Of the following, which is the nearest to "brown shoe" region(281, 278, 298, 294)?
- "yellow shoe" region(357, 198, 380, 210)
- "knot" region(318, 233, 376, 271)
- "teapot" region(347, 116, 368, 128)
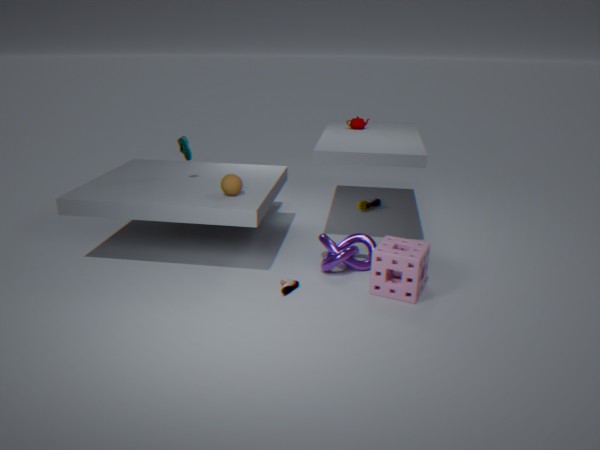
"knot" region(318, 233, 376, 271)
